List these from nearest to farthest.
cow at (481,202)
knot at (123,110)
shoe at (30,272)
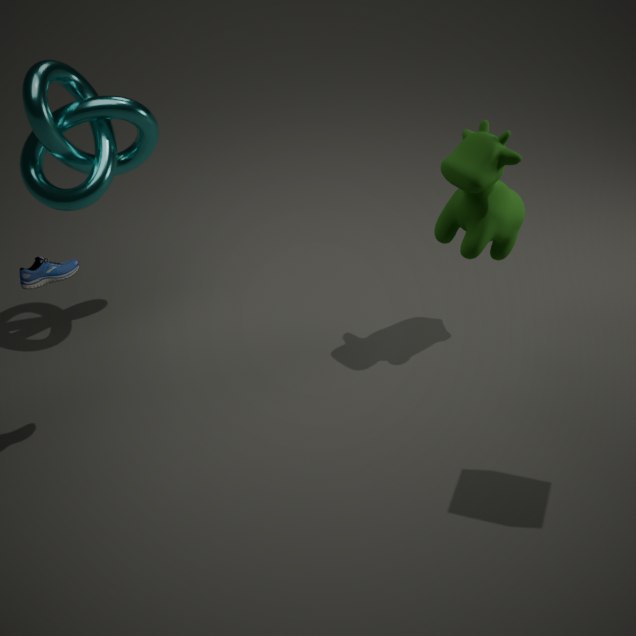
shoe at (30,272) → cow at (481,202) → knot at (123,110)
